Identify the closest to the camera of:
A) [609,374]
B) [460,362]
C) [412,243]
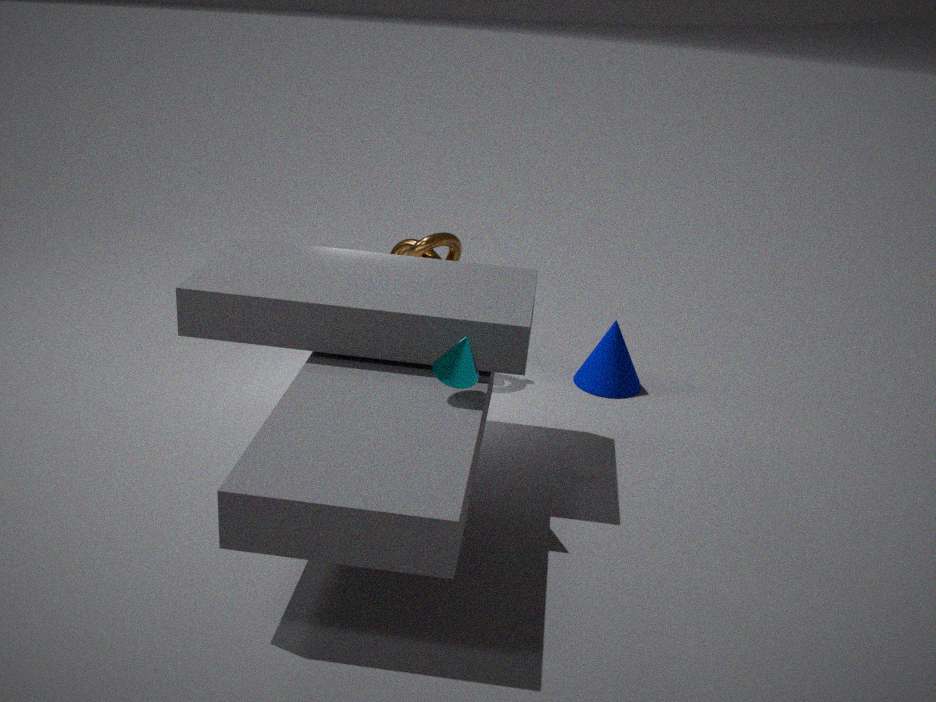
[460,362]
